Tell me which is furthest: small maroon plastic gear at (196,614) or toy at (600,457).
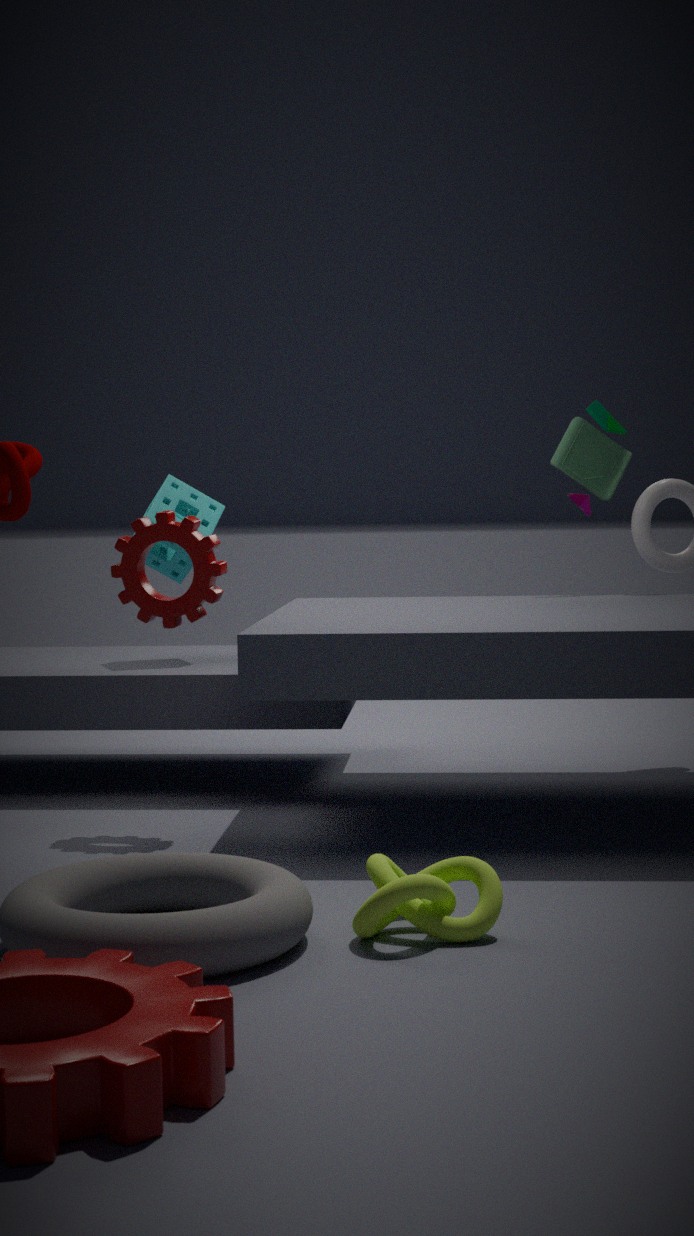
toy at (600,457)
